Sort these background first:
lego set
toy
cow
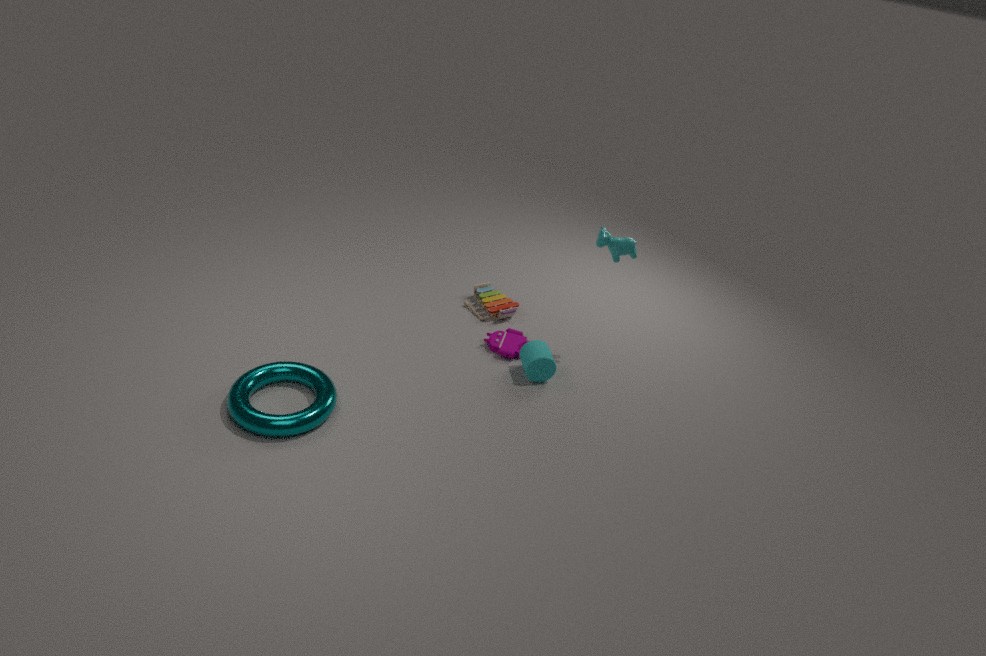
toy
lego set
cow
